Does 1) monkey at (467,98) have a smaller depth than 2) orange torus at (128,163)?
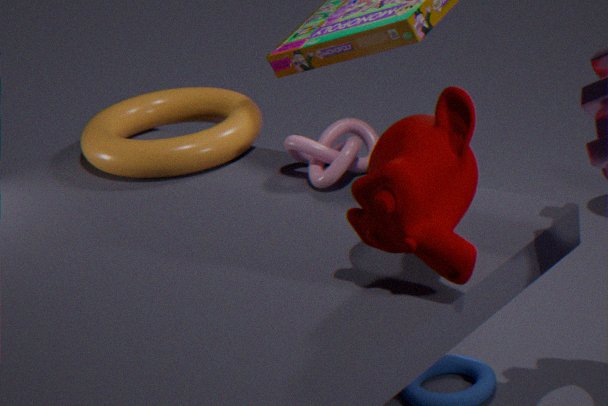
Yes
